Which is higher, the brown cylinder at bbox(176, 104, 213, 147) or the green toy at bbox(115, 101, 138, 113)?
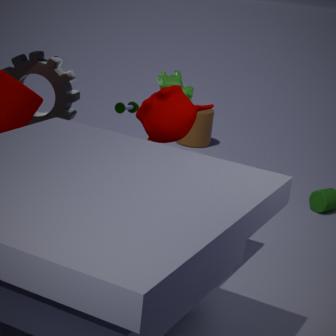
the green toy at bbox(115, 101, 138, 113)
